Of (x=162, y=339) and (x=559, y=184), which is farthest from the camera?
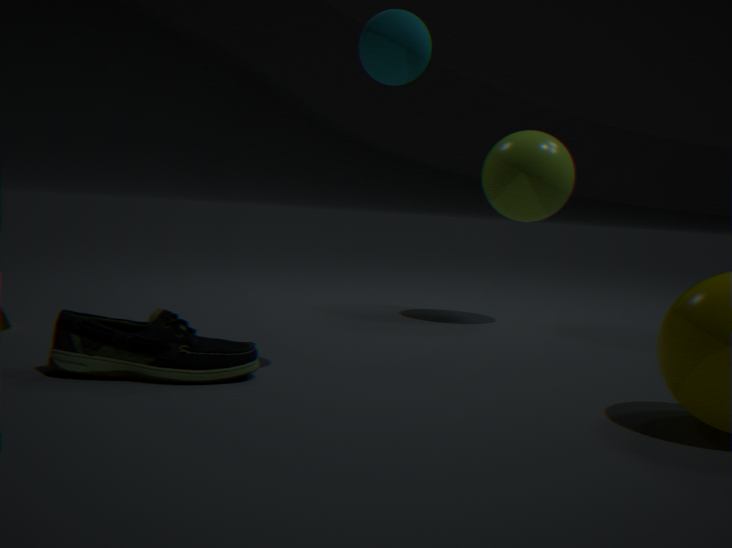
(x=559, y=184)
